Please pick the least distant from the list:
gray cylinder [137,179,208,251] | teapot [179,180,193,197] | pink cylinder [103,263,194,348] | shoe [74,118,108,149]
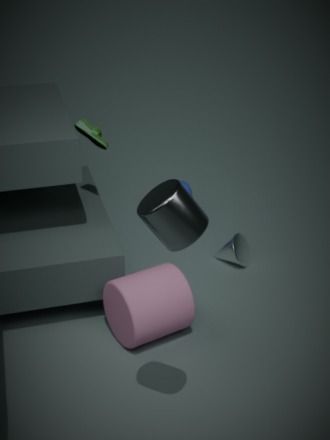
gray cylinder [137,179,208,251]
